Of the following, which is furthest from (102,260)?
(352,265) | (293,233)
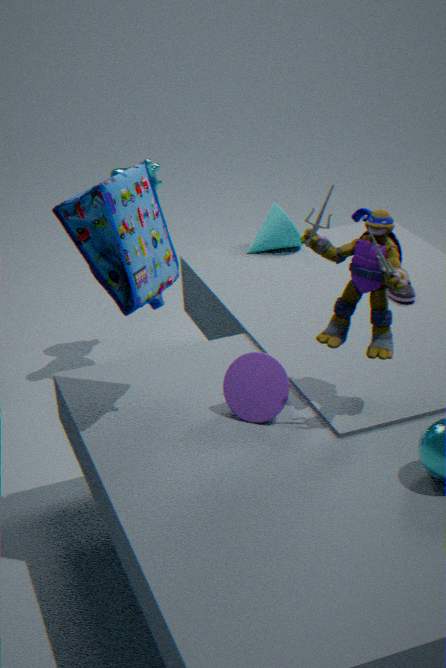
(293,233)
